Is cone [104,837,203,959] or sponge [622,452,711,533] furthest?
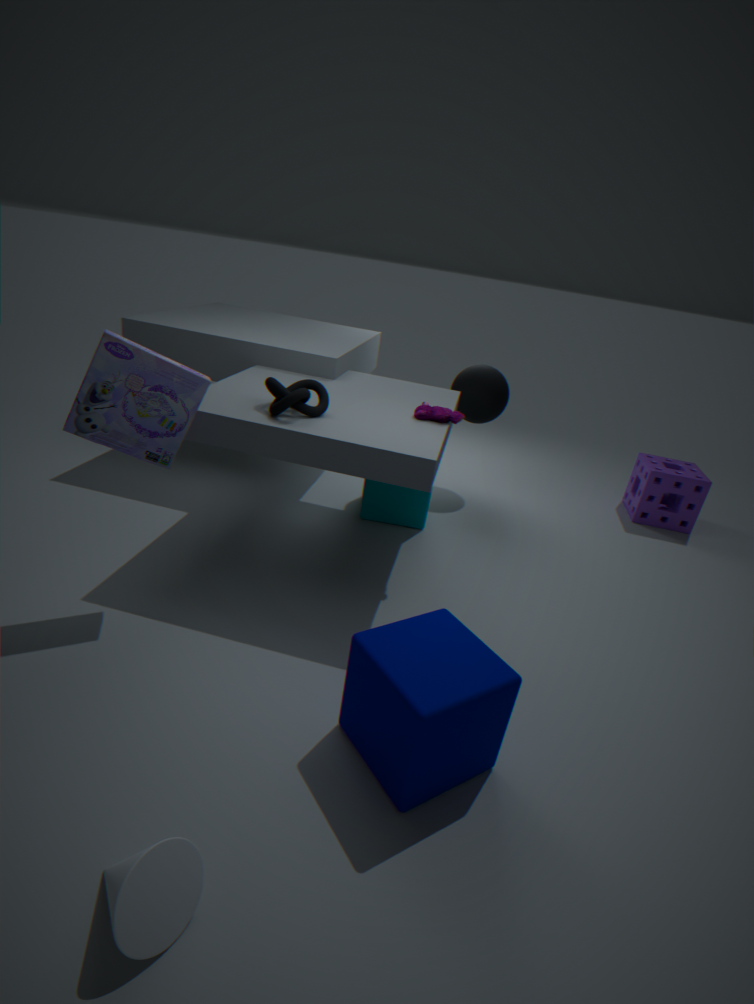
sponge [622,452,711,533]
